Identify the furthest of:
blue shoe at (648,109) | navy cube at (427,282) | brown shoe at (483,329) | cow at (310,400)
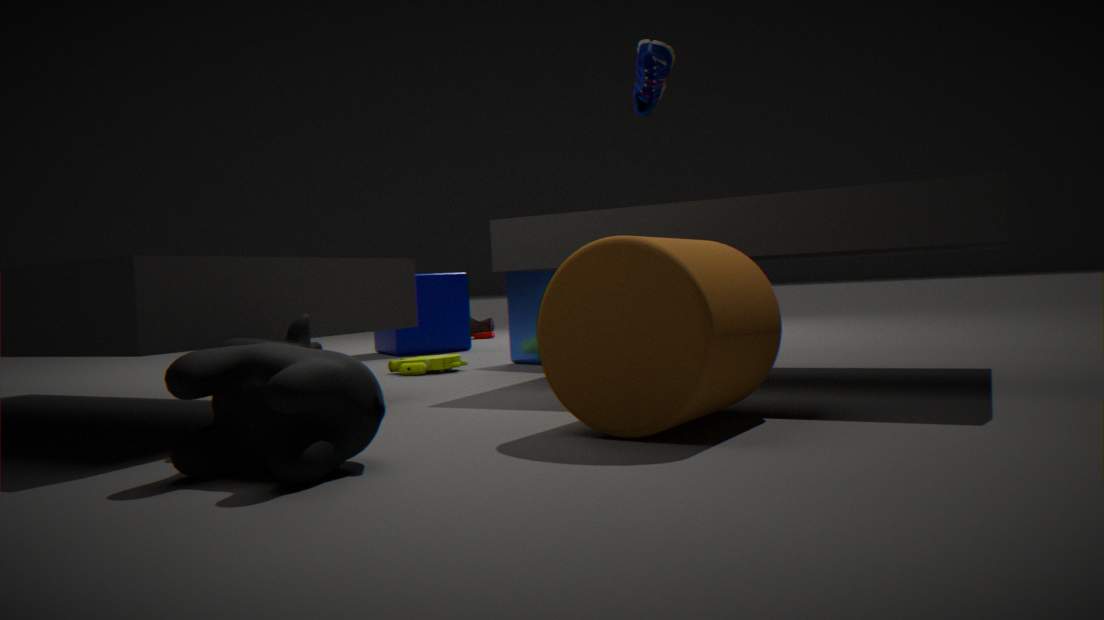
brown shoe at (483,329)
